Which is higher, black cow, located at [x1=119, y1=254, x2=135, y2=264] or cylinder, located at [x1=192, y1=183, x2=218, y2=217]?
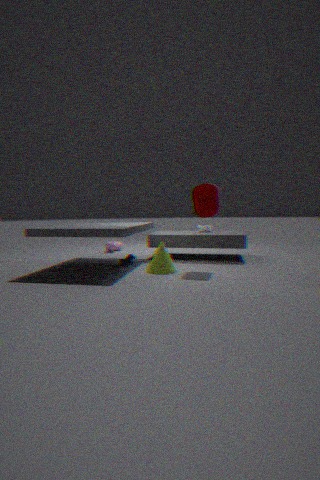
cylinder, located at [x1=192, y1=183, x2=218, y2=217]
